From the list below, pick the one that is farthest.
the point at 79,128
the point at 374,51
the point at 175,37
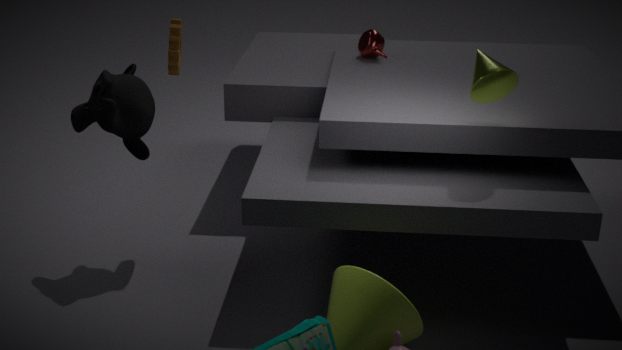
the point at 374,51
